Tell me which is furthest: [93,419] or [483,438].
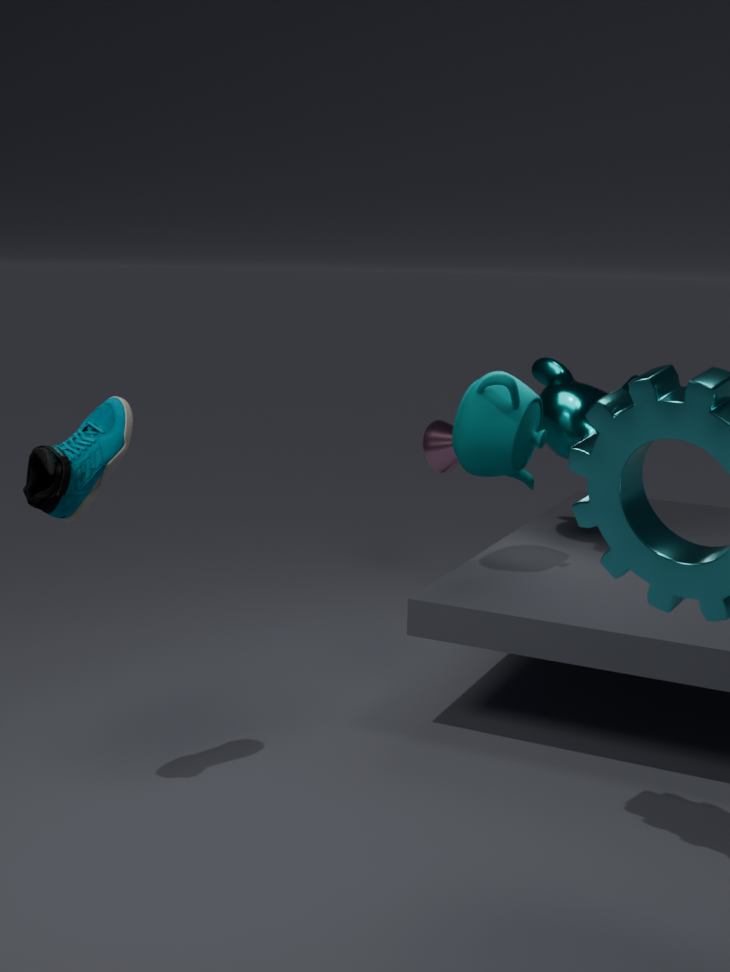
[483,438]
